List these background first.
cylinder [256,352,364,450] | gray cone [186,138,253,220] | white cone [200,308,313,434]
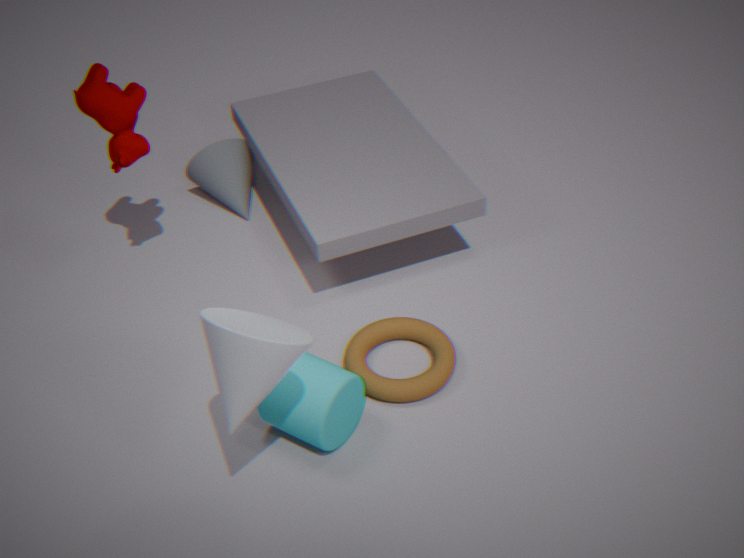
gray cone [186,138,253,220] < cylinder [256,352,364,450] < white cone [200,308,313,434]
